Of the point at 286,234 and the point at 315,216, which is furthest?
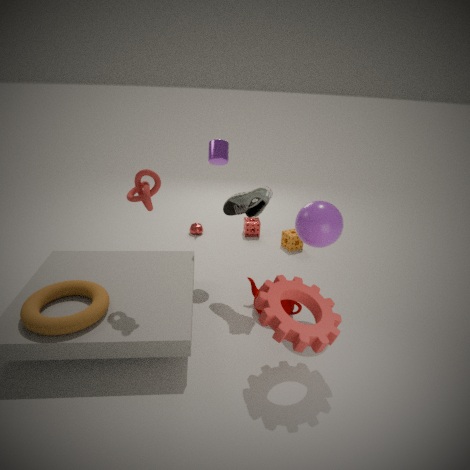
the point at 286,234
